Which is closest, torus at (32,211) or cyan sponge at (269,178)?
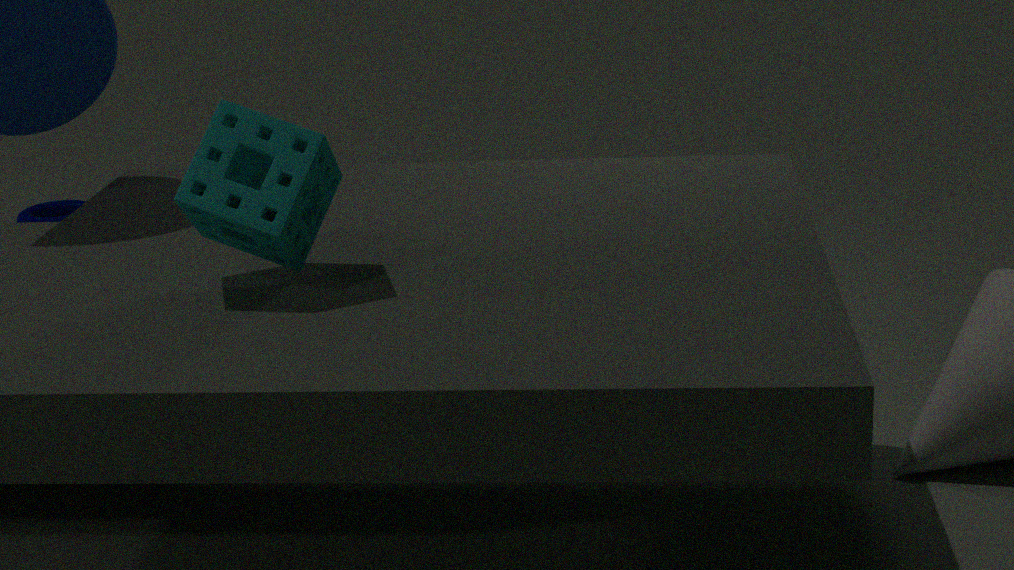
cyan sponge at (269,178)
